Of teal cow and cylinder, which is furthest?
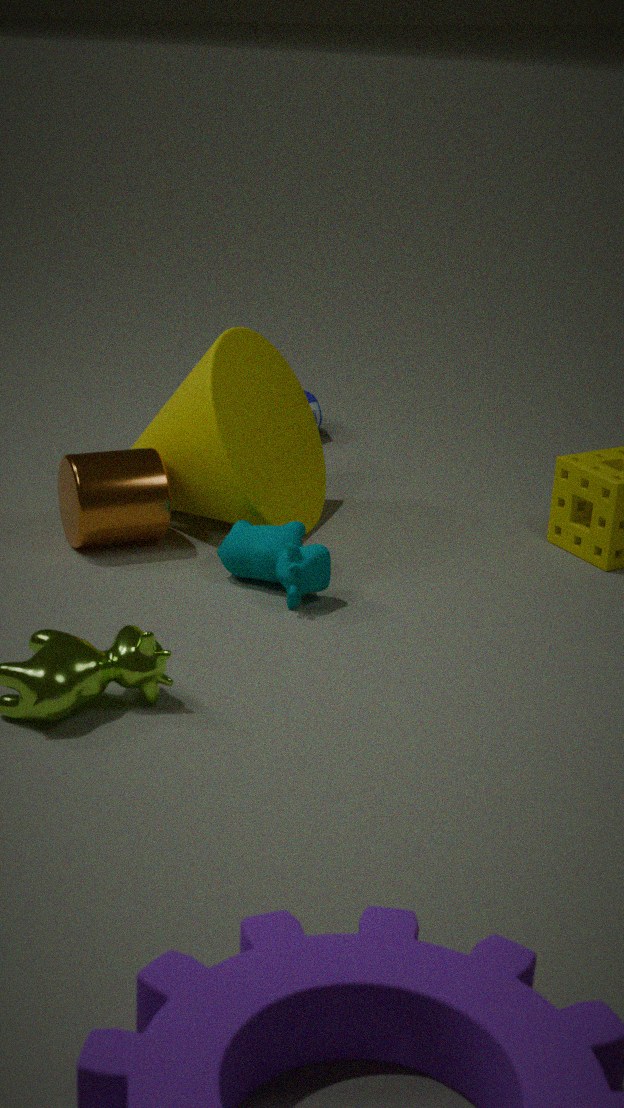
cylinder
